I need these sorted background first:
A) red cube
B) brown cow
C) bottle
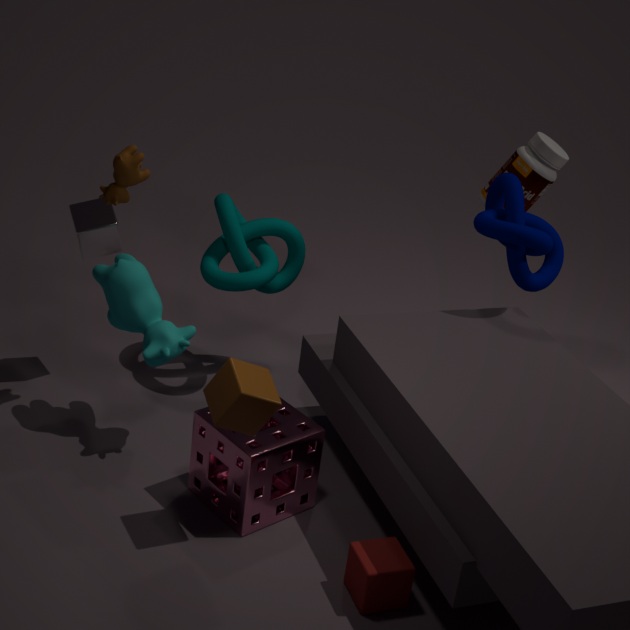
bottle, brown cow, red cube
